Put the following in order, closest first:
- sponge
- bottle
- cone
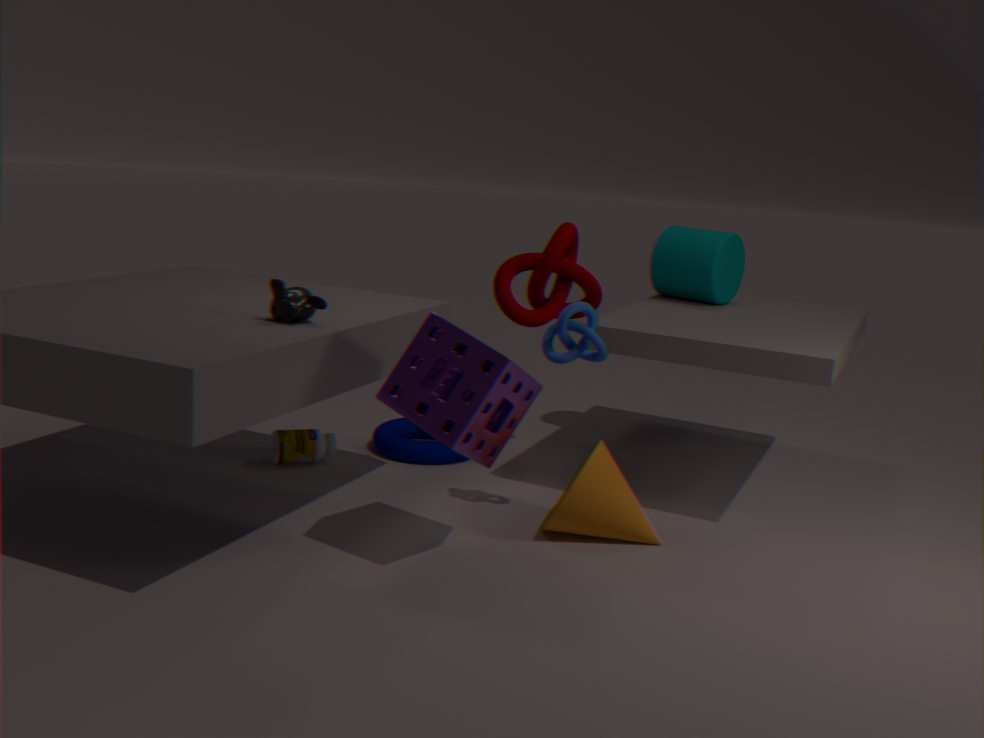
1. sponge
2. cone
3. bottle
